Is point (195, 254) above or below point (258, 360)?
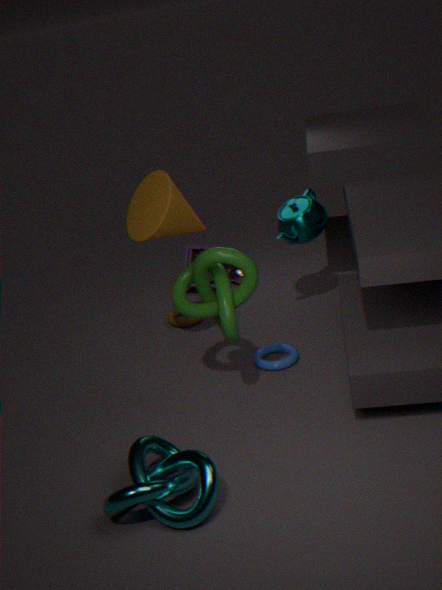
above
